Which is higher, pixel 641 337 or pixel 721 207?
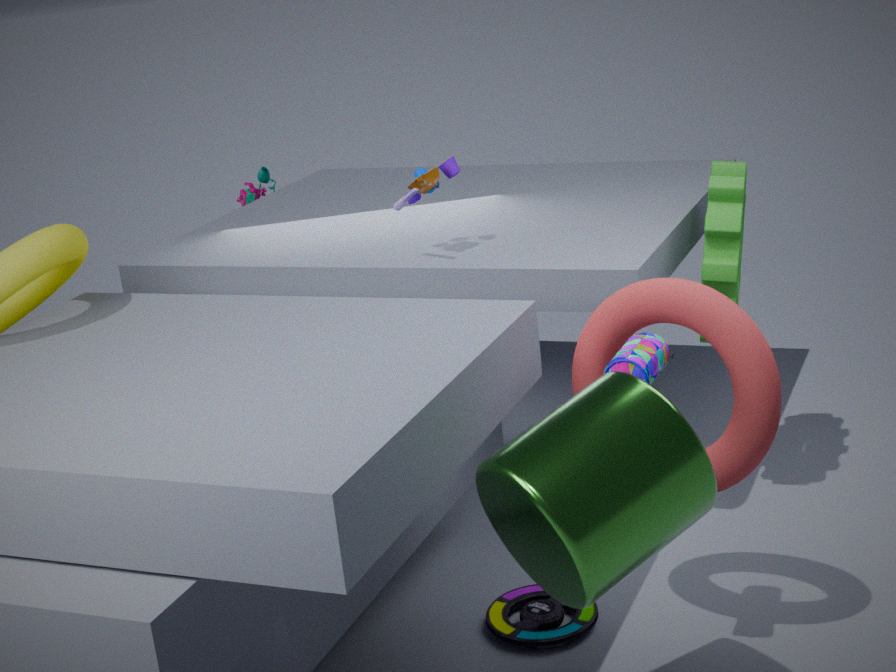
pixel 641 337
